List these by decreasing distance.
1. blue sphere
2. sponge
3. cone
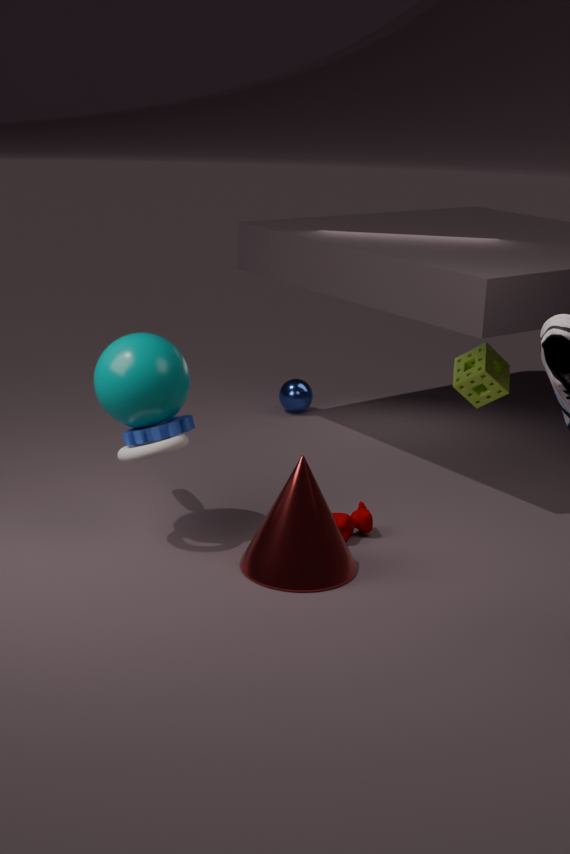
blue sphere → sponge → cone
